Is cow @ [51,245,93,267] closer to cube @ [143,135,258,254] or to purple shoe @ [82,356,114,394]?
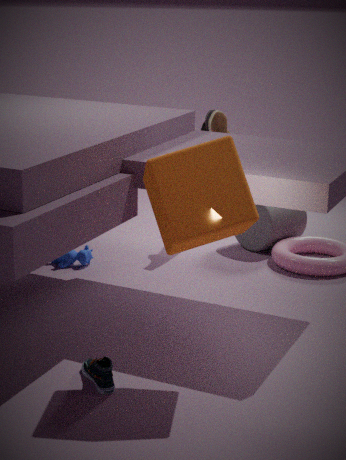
purple shoe @ [82,356,114,394]
